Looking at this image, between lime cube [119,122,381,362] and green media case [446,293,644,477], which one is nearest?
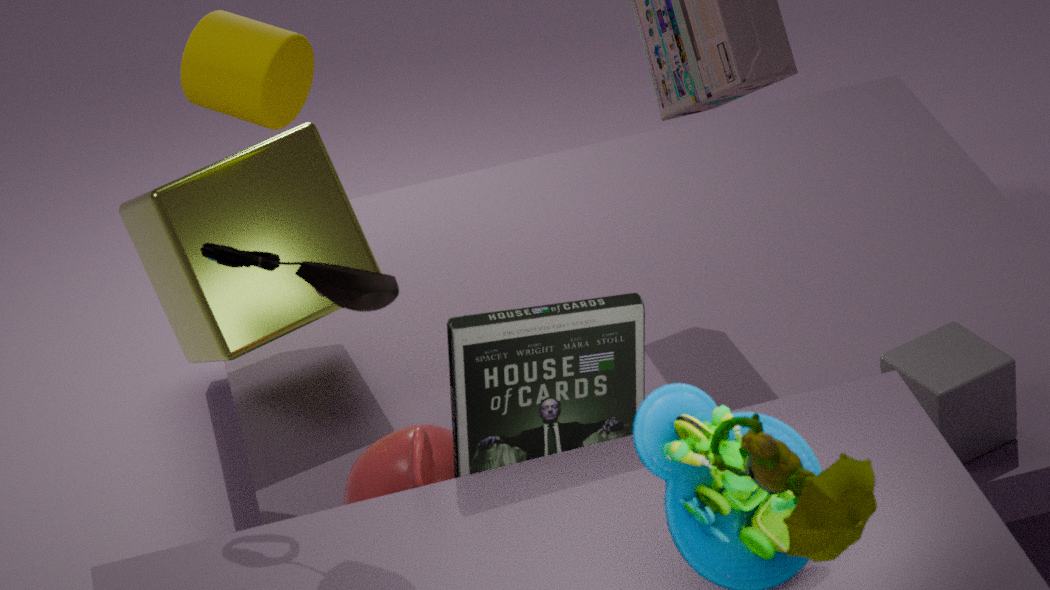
green media case [446,293,644,477]
